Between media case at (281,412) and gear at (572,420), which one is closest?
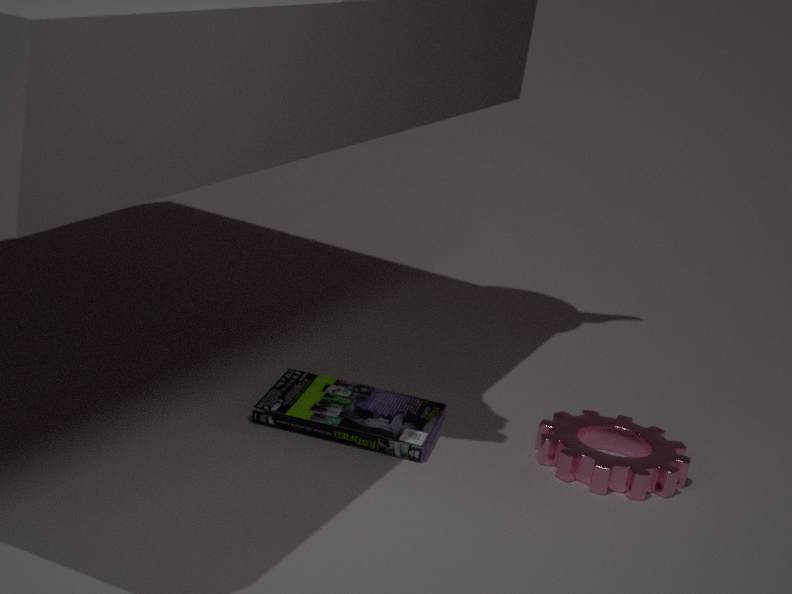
gear at (572,420)
